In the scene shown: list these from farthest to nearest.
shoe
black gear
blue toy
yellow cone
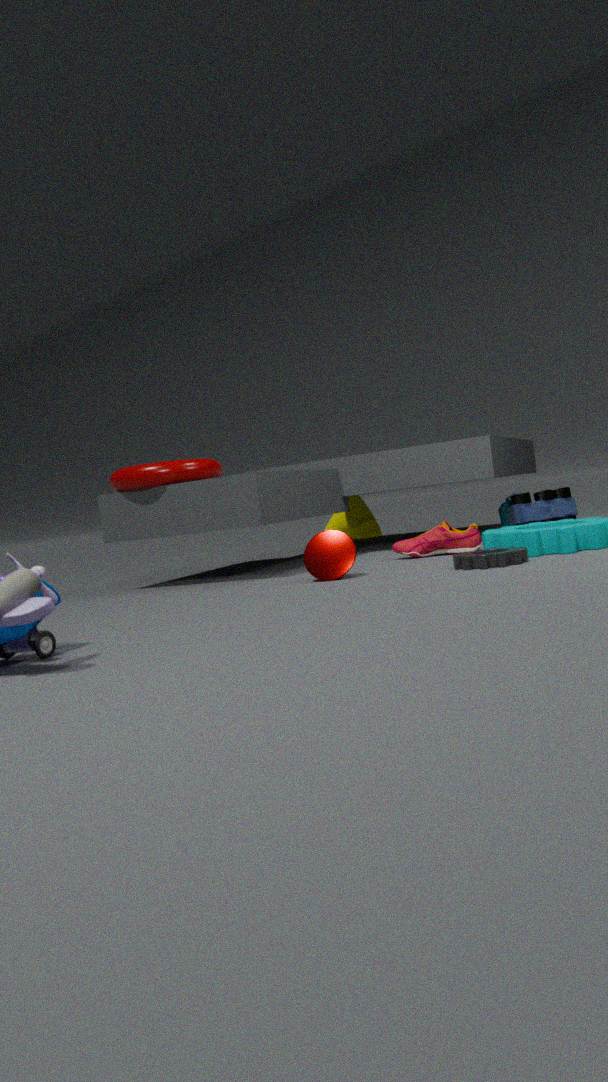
1. yellow cone
2. blue toy
3. shoe
4. black gear
